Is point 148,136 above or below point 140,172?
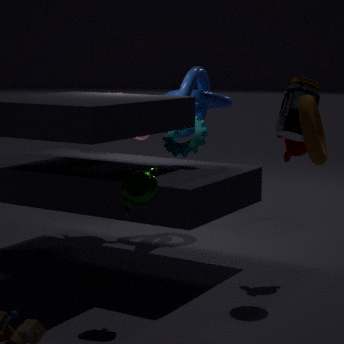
above
